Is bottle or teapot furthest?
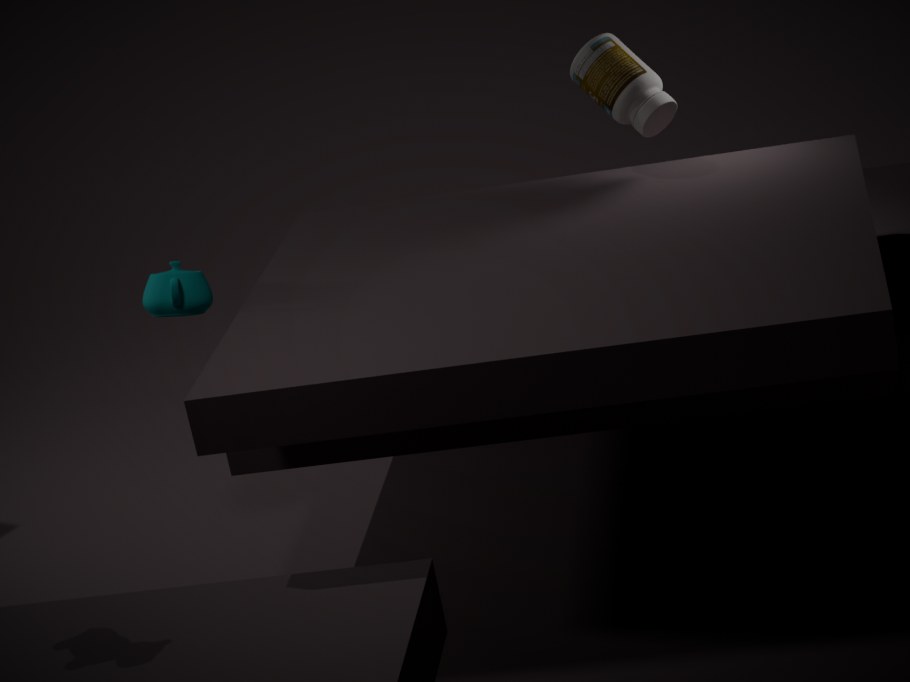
bottle
